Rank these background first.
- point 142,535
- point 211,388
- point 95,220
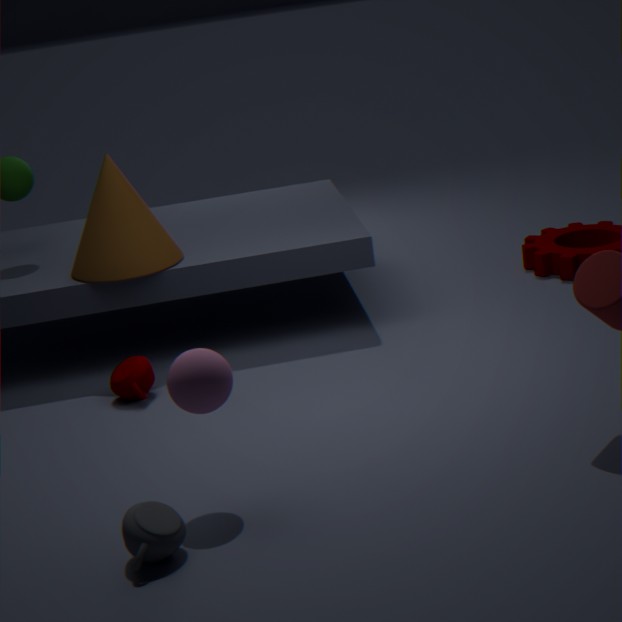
1. point 95,220
2. point 211,388
3. point 142,535
